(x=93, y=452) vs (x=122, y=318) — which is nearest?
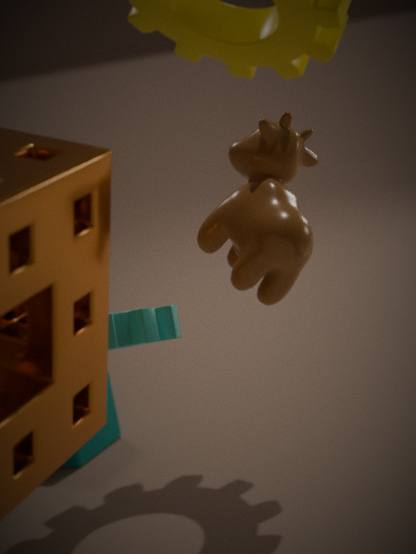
(x=122, y=318)
